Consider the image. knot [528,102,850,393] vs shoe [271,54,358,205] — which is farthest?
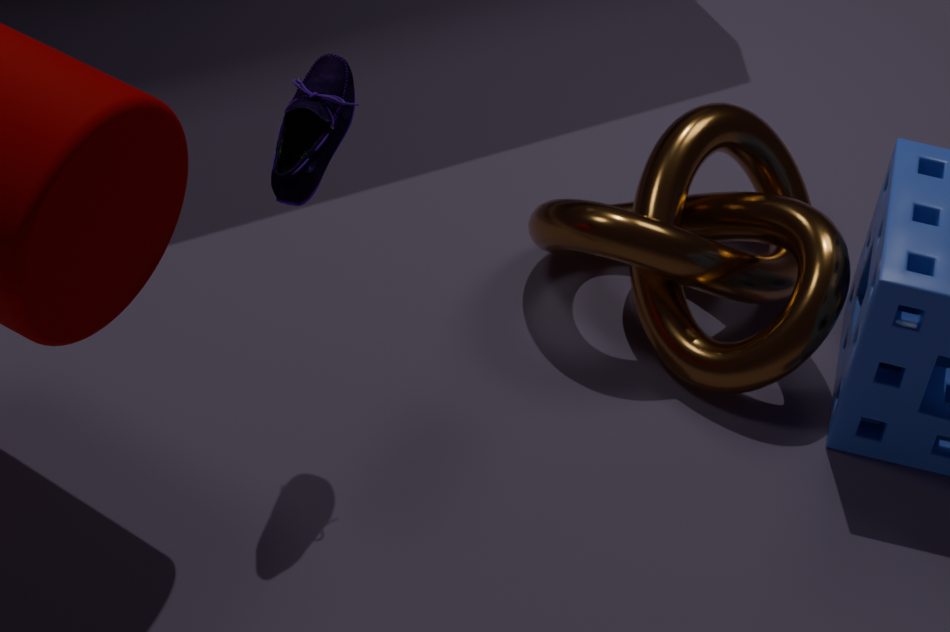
knot [528,102,850,393]
